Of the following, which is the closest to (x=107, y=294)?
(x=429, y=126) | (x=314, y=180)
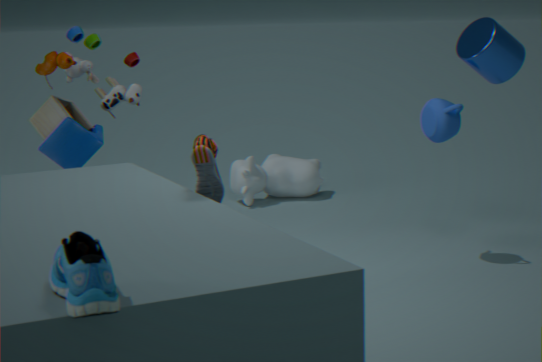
Result: (x=429, y=126)
